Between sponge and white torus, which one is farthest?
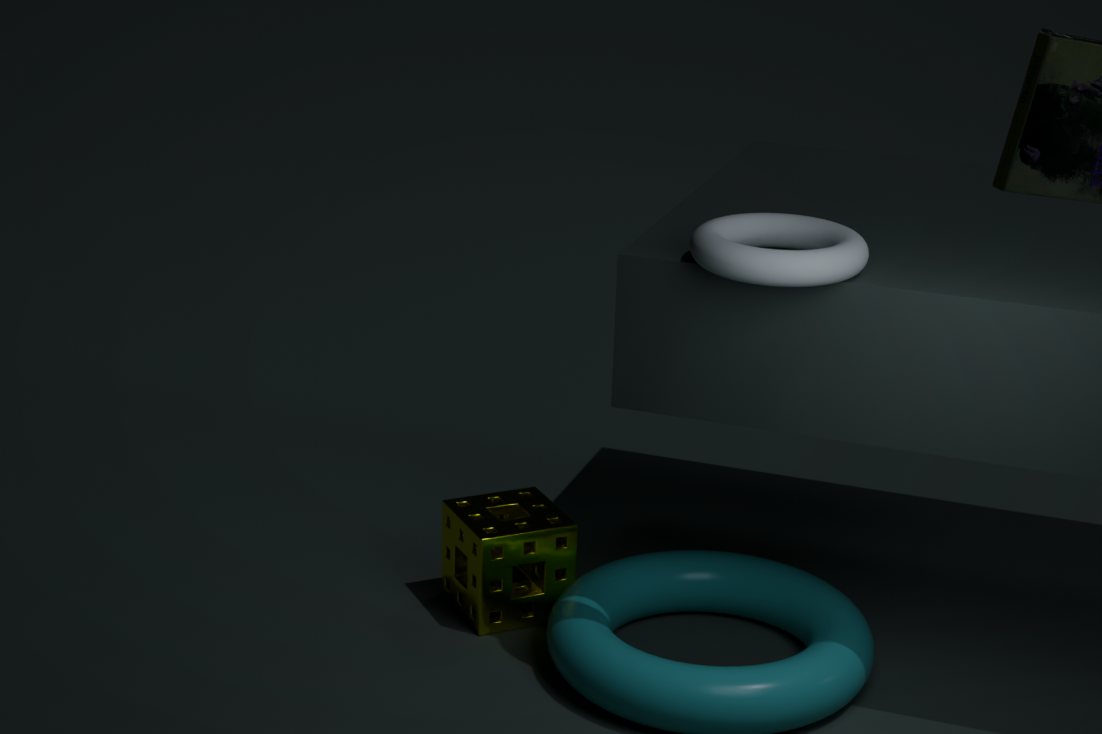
sponge
